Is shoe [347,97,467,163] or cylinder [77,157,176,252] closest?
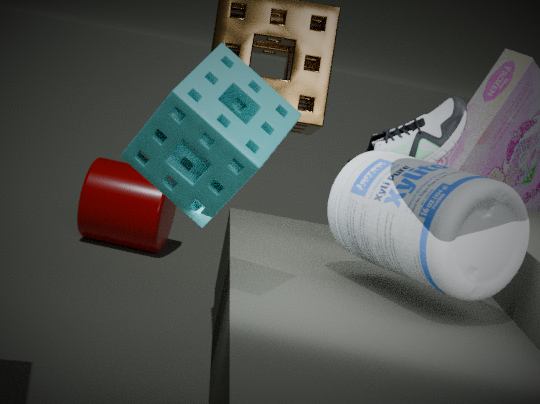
shoe [347,97,467,163]
